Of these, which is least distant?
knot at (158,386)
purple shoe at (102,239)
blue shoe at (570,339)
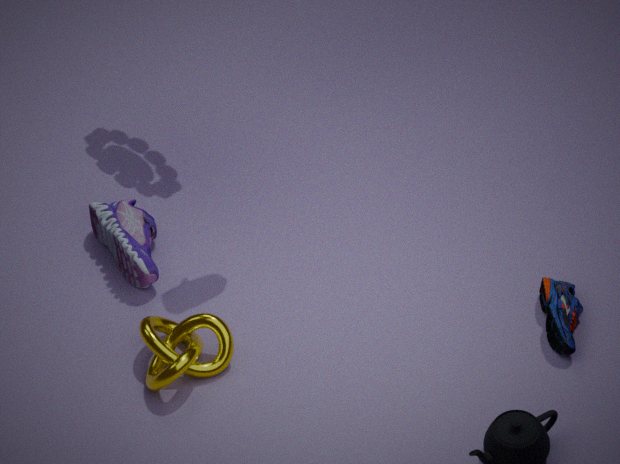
blue shoe at (570,339)
